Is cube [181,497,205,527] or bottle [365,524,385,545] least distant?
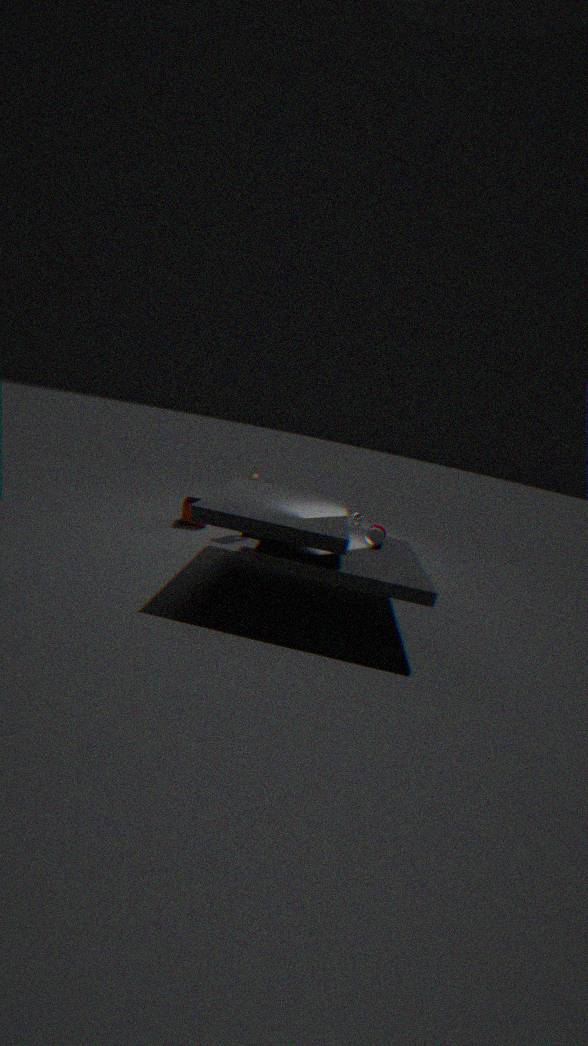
bottle [365,524,385,545]
